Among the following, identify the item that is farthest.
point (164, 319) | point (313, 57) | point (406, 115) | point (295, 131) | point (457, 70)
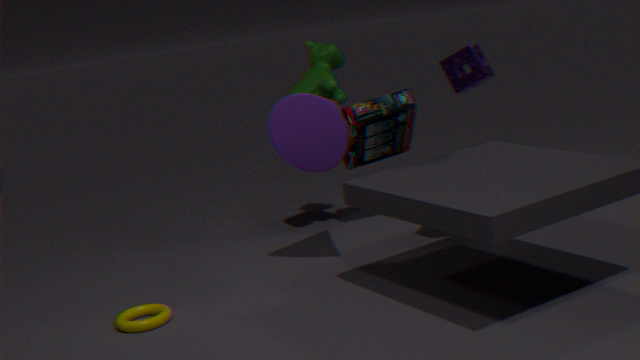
point (313, 57)
